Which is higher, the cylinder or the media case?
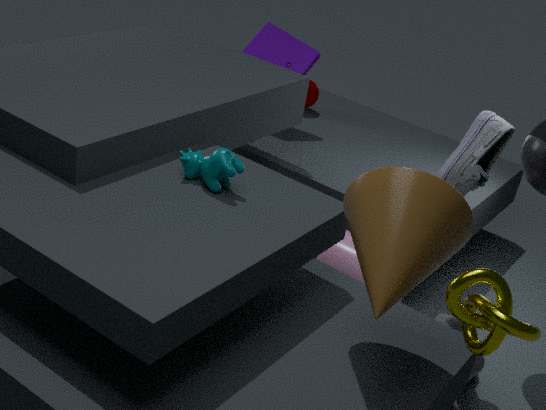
the media case
